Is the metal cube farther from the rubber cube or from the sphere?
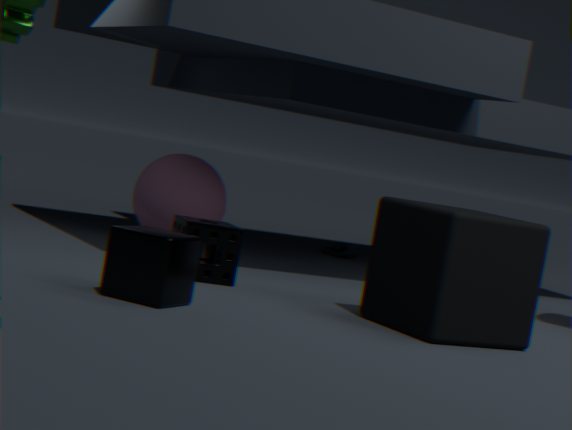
the sphere
